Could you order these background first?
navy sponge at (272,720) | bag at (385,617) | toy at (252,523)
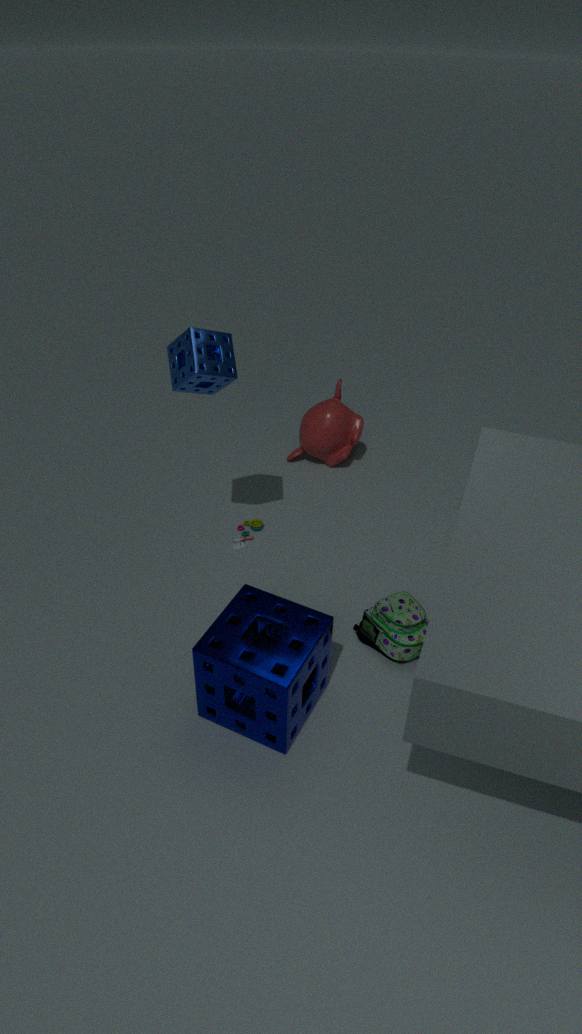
toy at (252,523) → bag at (385,617) → navy sponge at (272,720)
